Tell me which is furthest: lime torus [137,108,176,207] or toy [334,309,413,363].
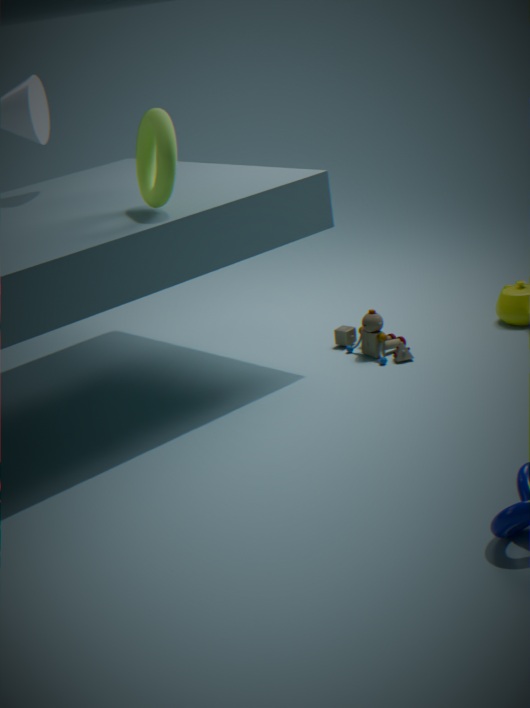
toy [334,309,413,363]
